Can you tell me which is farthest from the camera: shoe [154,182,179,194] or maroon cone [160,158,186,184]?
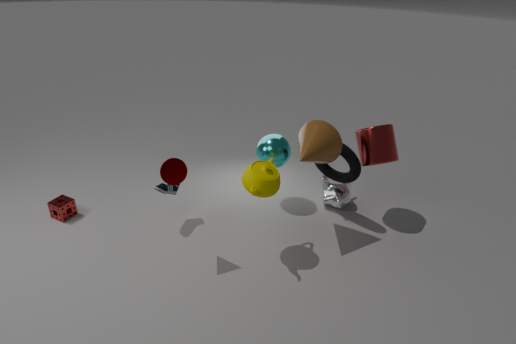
shoe [154,182,179,194]
